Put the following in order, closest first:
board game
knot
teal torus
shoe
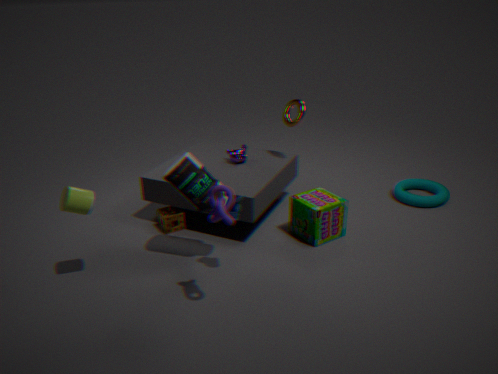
knot, shoe, board game, teal torus
